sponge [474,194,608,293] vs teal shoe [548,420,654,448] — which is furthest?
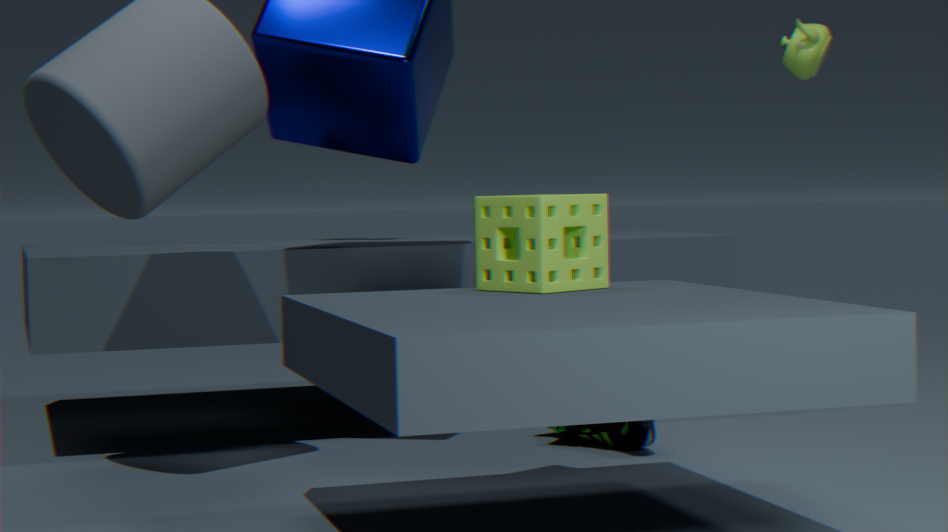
teal shoe [548,420,654,448]
